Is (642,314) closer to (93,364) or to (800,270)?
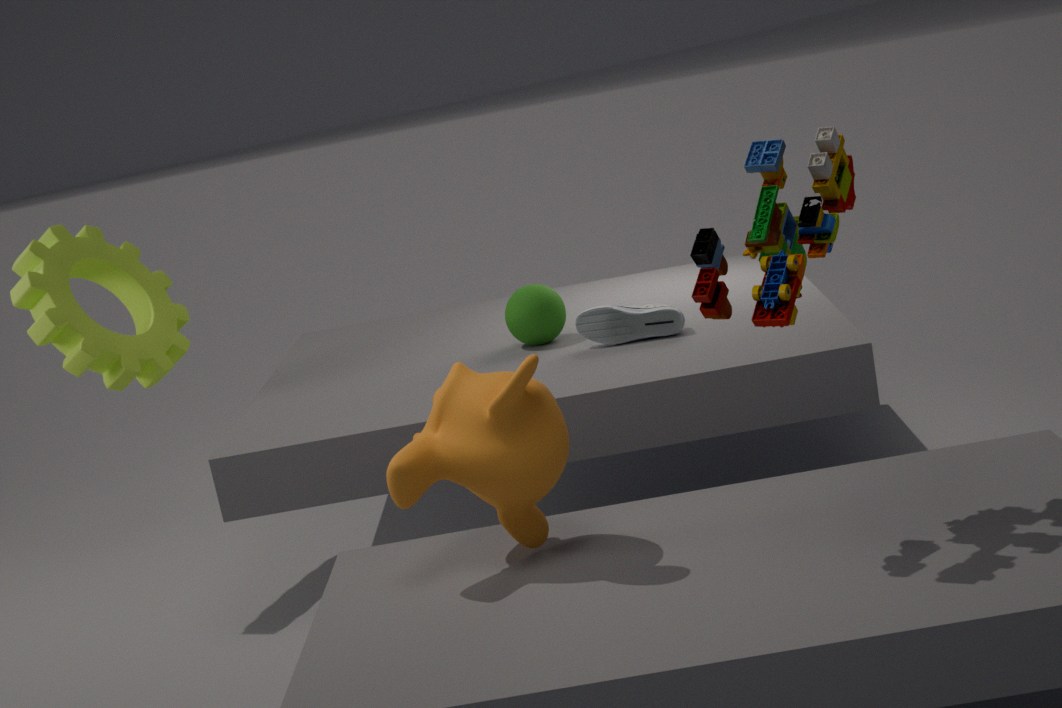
(800,270)
